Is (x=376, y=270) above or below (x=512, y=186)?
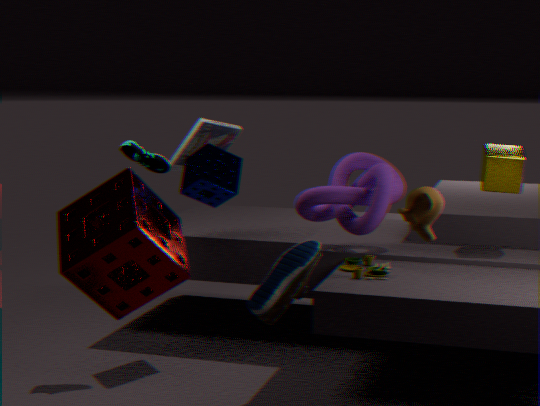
below
